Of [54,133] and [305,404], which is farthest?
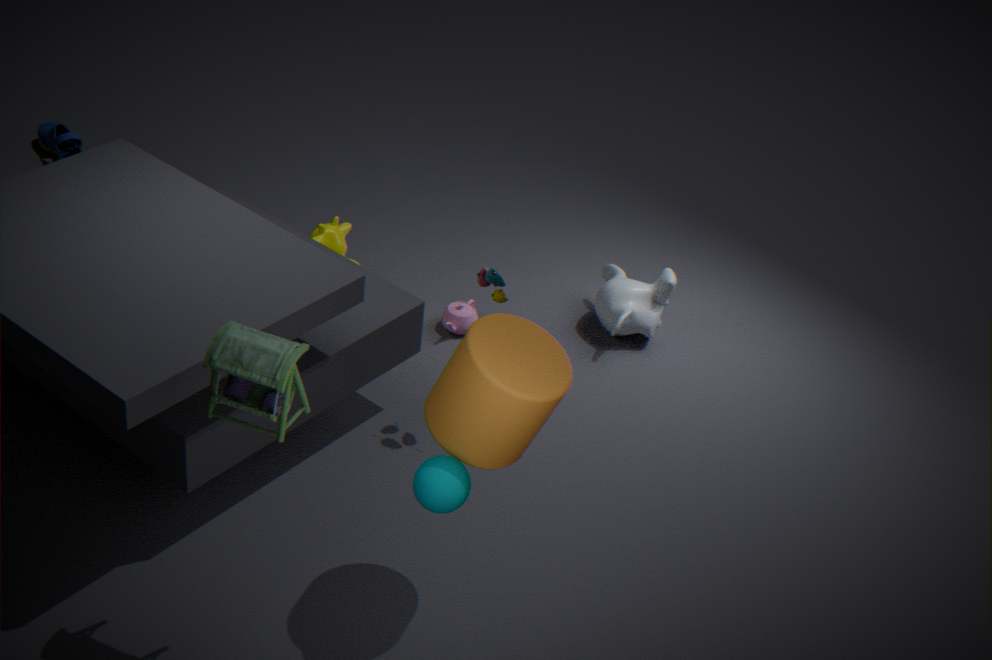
[54,133]
